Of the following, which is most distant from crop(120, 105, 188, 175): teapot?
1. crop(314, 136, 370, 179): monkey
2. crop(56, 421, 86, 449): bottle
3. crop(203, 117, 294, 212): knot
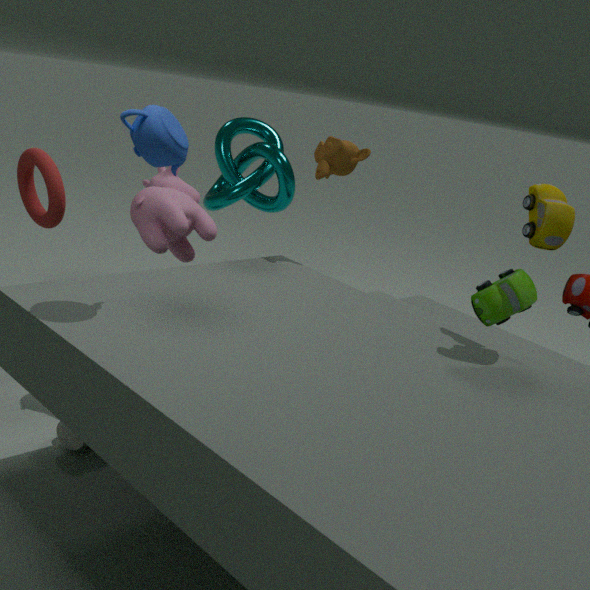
crop(203, 117, 294, 212): knot
